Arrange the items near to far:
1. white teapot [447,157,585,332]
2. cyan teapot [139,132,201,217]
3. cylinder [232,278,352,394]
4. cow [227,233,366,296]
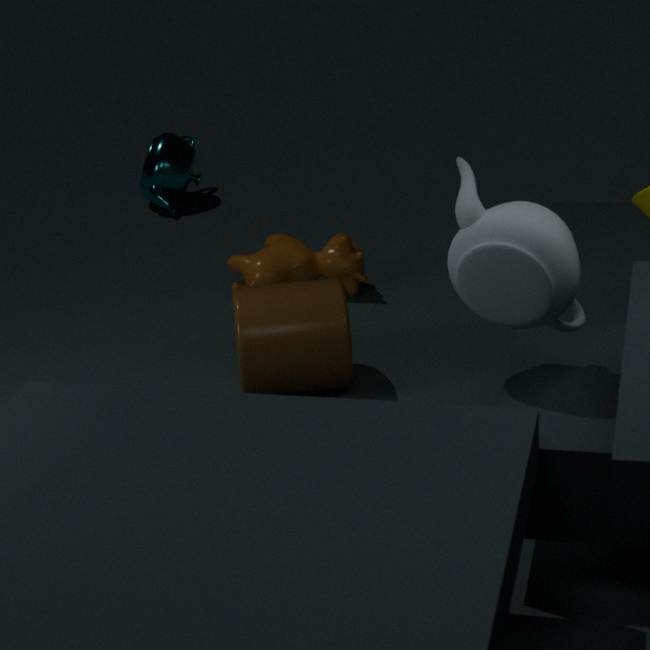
white teapot [447,157,585,332] → cylinder [232,278,352,394] → cow [227,233,366,296] → cyan teapot [139,132,201,217]
